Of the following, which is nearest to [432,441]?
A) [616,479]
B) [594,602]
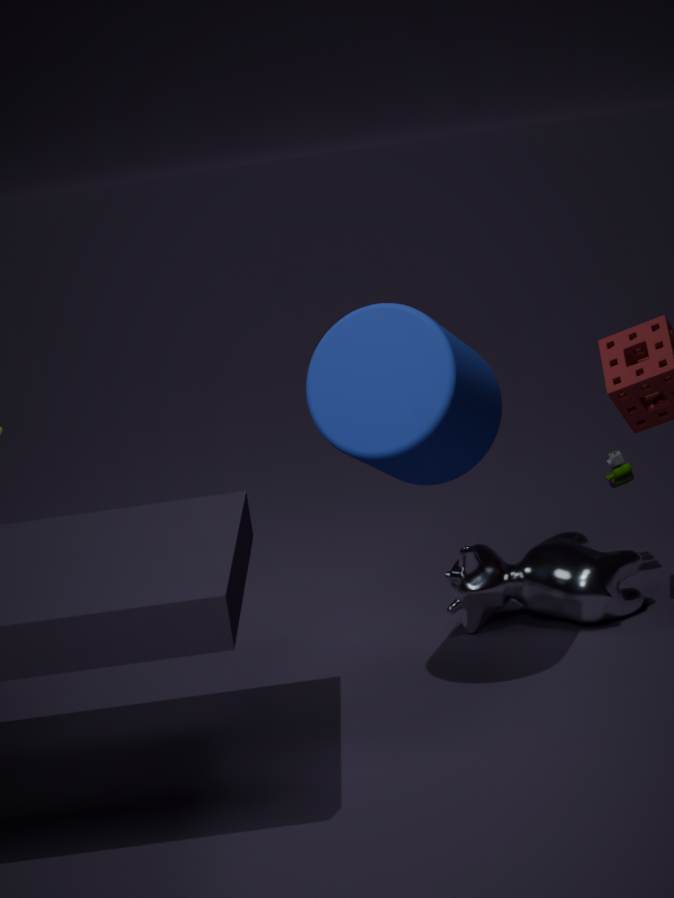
[594,602]
